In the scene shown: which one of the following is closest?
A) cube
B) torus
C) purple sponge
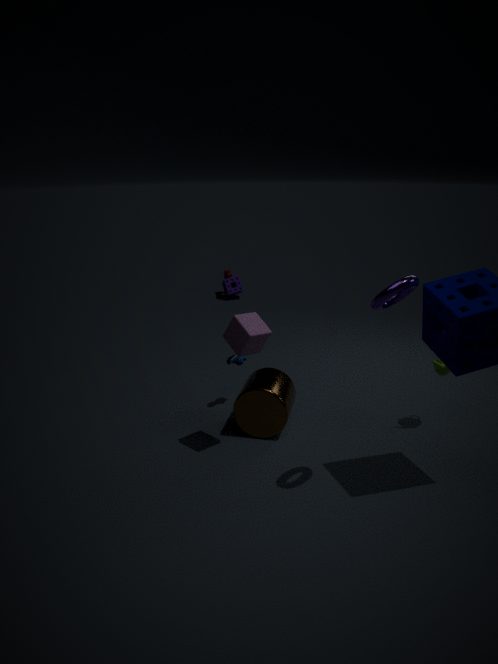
torus
